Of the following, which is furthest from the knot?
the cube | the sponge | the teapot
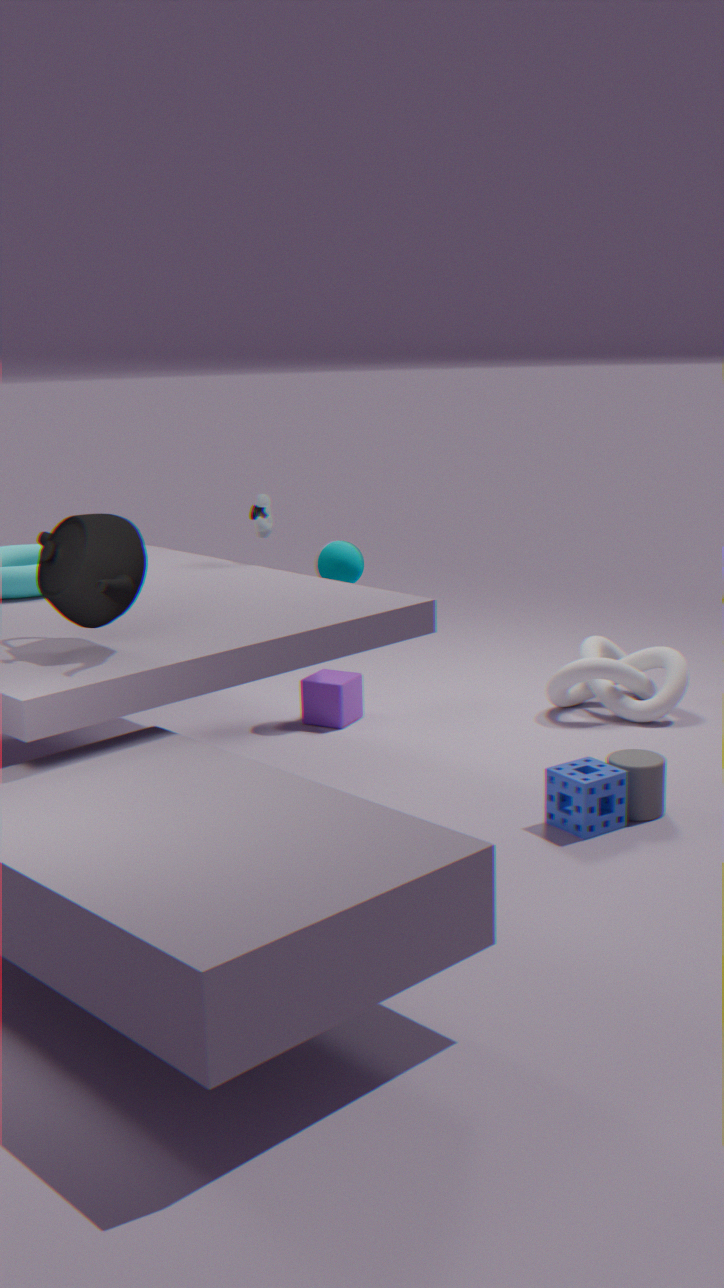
the teapot
